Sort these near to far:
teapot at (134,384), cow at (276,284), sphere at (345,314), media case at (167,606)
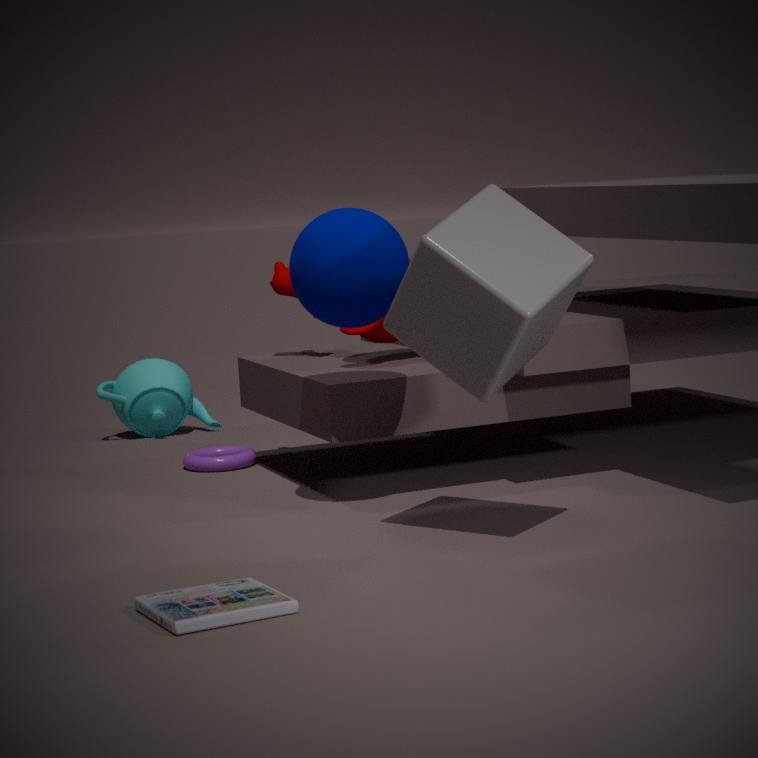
media case at (167,606)
sphere at (345,314)
cow at (276,284)
teapot at (134,384)
